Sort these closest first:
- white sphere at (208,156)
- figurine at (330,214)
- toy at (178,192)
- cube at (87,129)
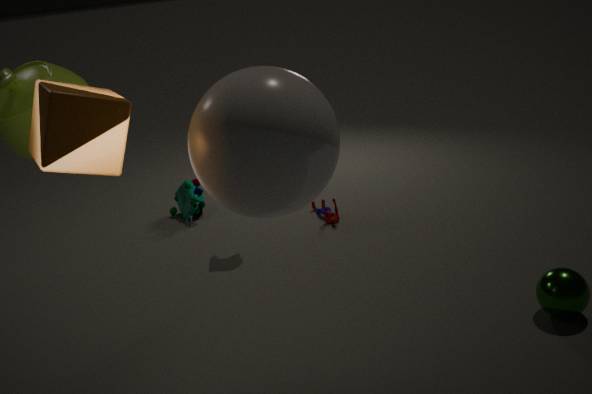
white sphere at (208,156) → cube at (87,129) → figurine at (330,214) → toy at (178,192)
